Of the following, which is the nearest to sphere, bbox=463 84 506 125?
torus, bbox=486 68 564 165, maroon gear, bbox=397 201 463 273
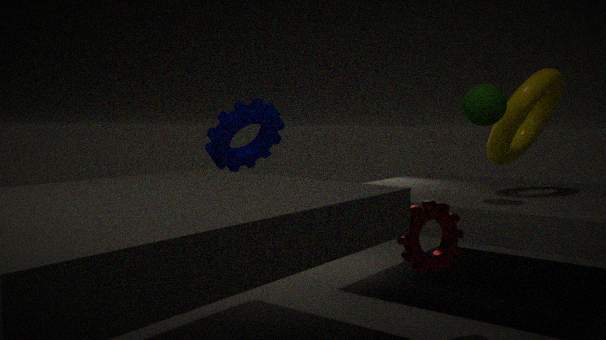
torus, bbox=486 68 564 165
